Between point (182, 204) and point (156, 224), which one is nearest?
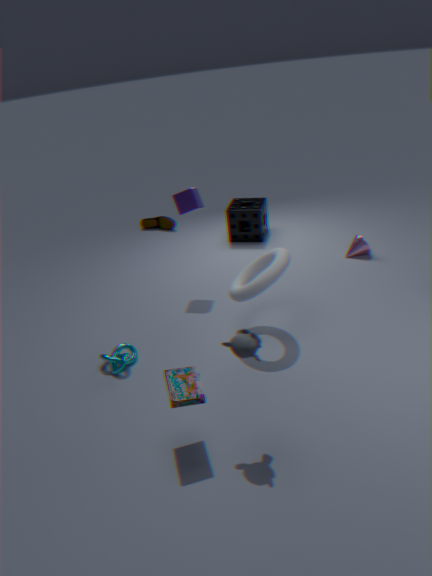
point (182, 204)
